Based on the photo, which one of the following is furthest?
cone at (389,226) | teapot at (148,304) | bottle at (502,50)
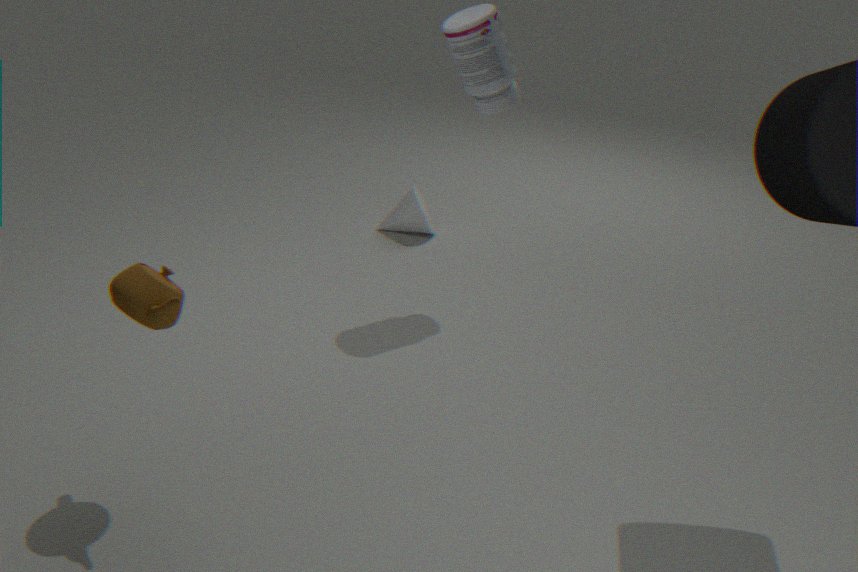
cone at (389,226)
